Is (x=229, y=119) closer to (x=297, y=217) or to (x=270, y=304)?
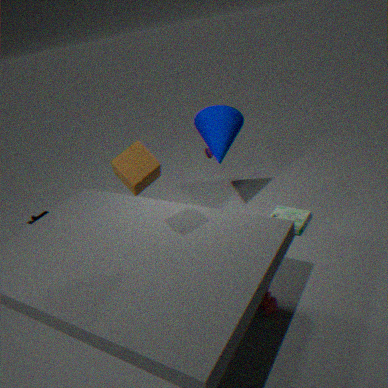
(x=297, y=217)
